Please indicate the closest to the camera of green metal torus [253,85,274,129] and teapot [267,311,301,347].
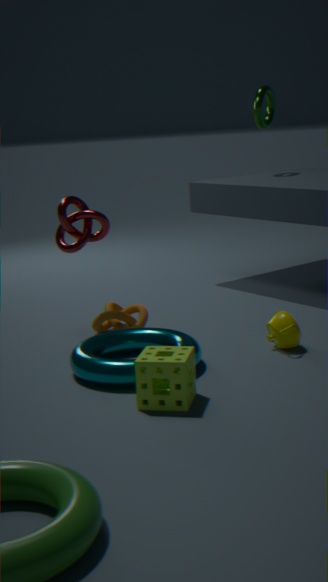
teapot [267,311,301,347]
